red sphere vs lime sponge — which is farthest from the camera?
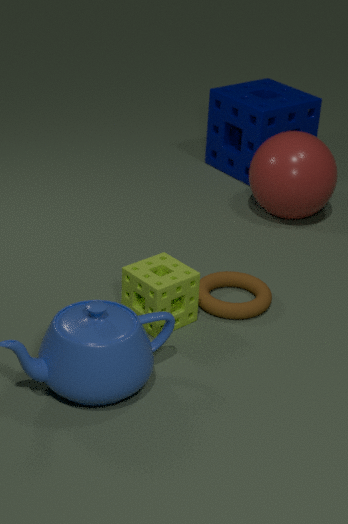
red sphere
